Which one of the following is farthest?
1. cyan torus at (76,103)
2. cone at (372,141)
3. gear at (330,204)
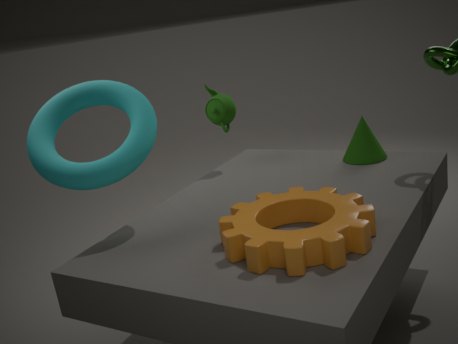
cone at (372,141)
